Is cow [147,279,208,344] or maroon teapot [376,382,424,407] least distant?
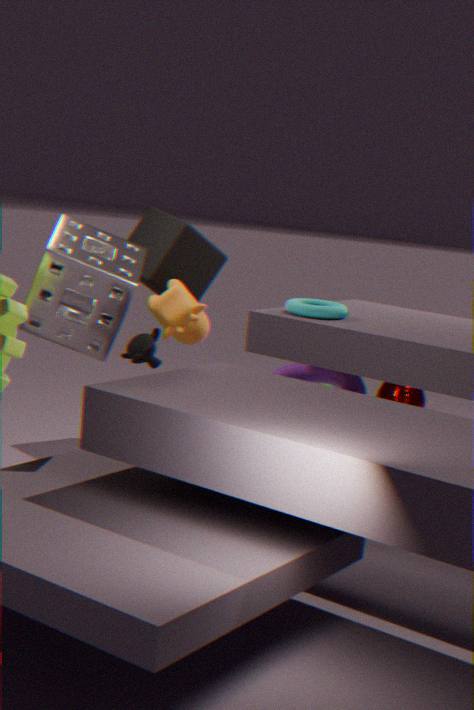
cow [147,279,208,344]
